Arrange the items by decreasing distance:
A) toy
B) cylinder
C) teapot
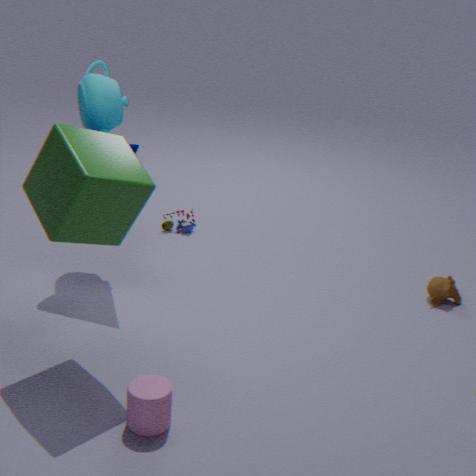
toy < teapot < cylinder
